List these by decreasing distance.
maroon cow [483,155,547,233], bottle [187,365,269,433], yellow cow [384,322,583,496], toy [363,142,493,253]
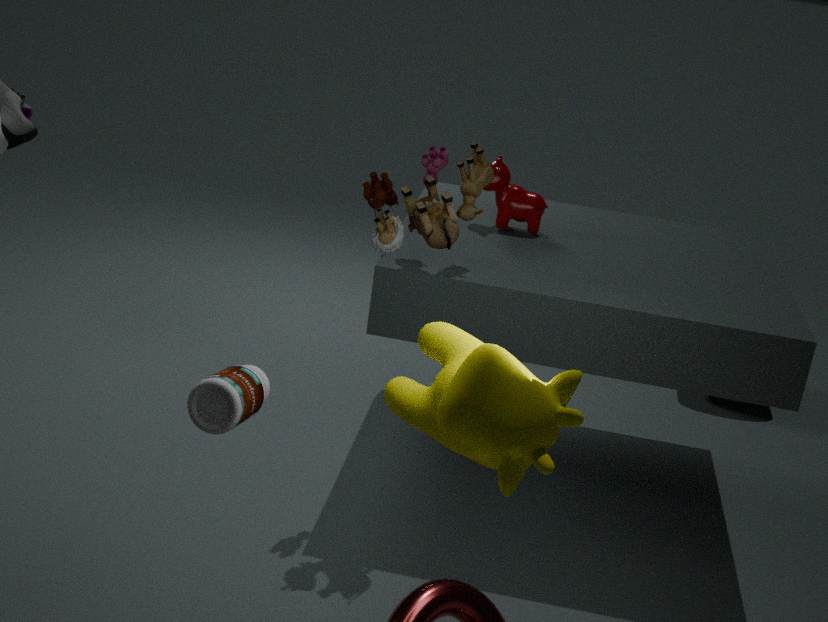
maroon cow [483,155,547,233], toy [363,142,493,253], bottle [187,365,269,433], yellow cow [384,322,583,496]
